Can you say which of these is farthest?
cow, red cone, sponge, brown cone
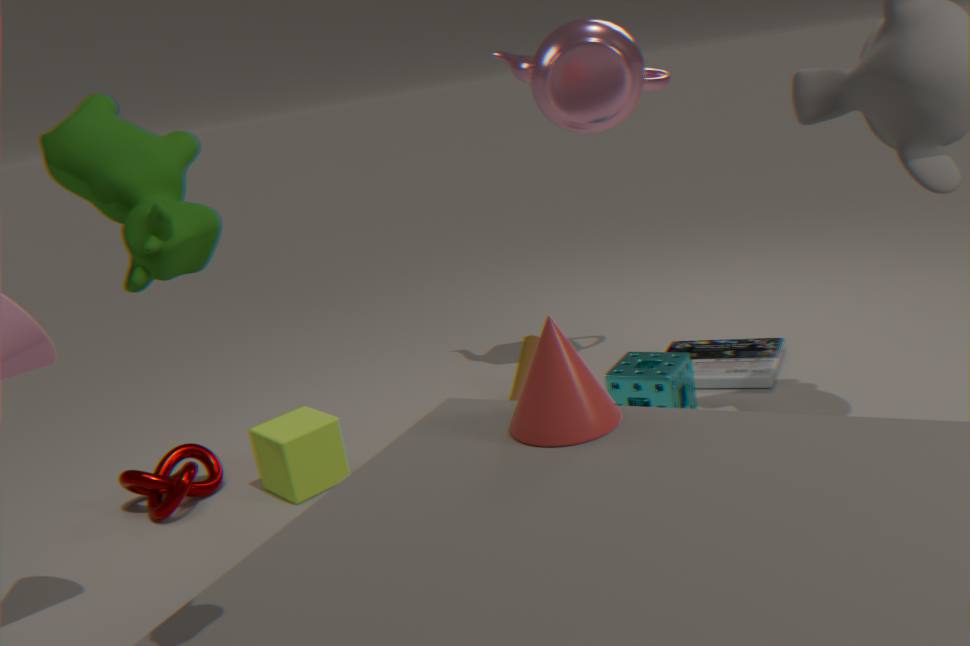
brown cone
